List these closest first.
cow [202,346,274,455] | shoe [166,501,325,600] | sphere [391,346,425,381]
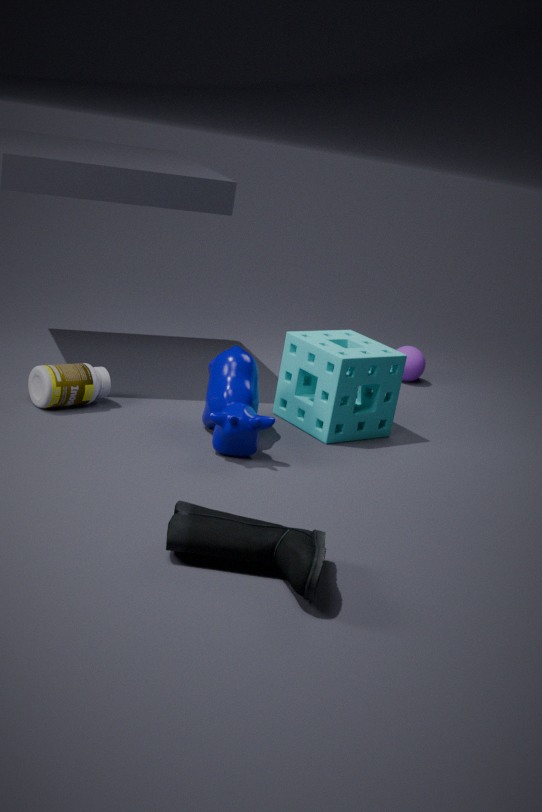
1. shoe [166,501,325,600]
2. cow [202,346,274,455]
3. sphere [391,346,425,381]
